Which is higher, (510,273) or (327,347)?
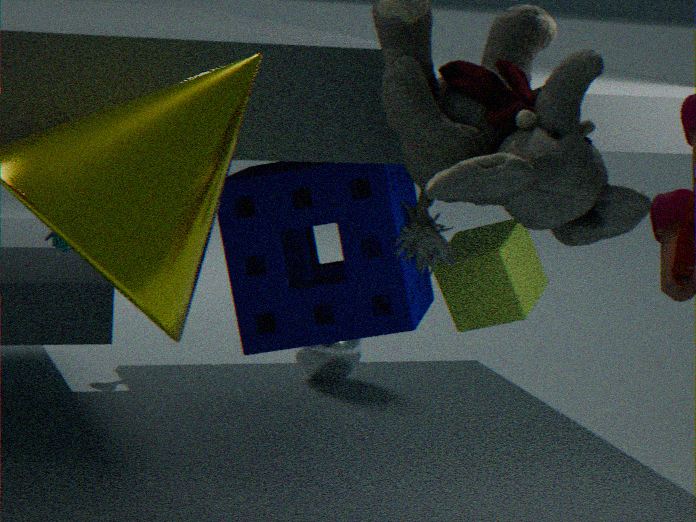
(510,273)
